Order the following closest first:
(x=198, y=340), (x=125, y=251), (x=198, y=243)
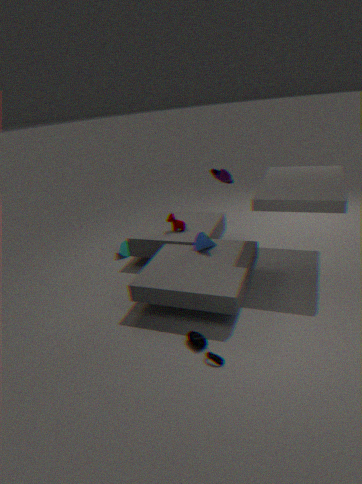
(x=198, y=340), (x=198, y=243), (x=125, y=251)
